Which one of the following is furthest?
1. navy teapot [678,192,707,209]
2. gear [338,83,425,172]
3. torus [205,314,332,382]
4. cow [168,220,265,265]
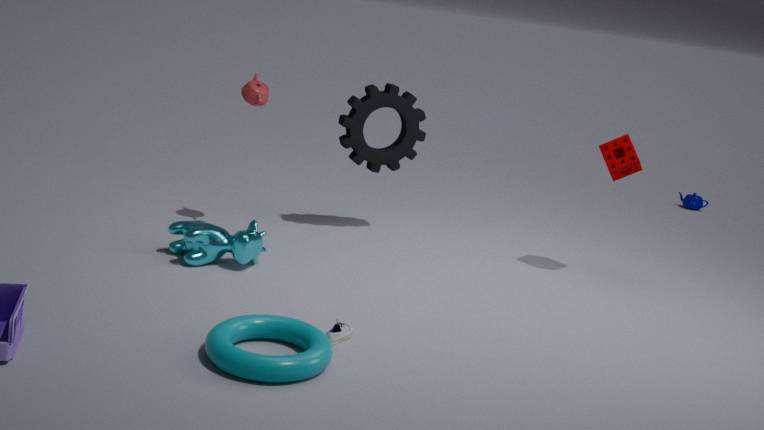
navy teapot [678,192,707,209]
